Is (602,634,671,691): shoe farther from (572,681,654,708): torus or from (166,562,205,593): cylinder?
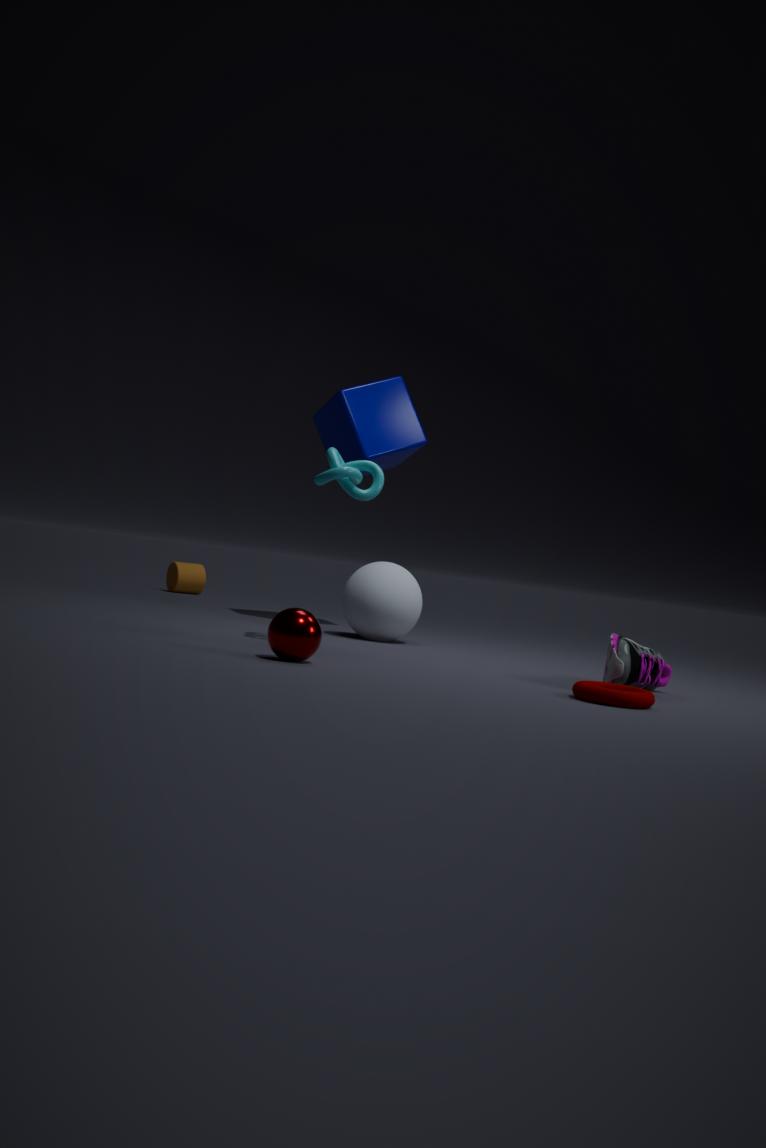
(166,562,205,593): cylinder
